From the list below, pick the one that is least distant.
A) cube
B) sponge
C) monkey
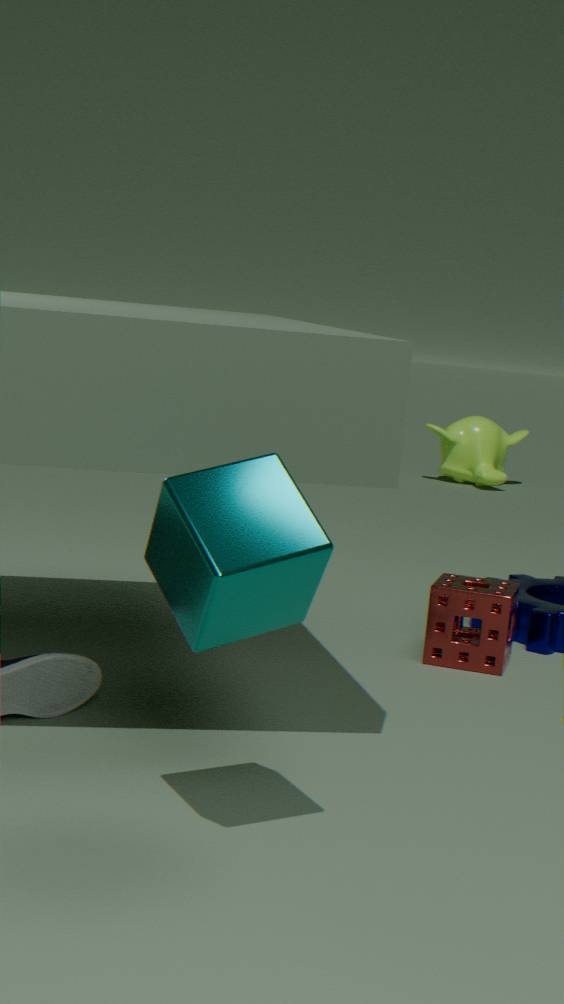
cube
